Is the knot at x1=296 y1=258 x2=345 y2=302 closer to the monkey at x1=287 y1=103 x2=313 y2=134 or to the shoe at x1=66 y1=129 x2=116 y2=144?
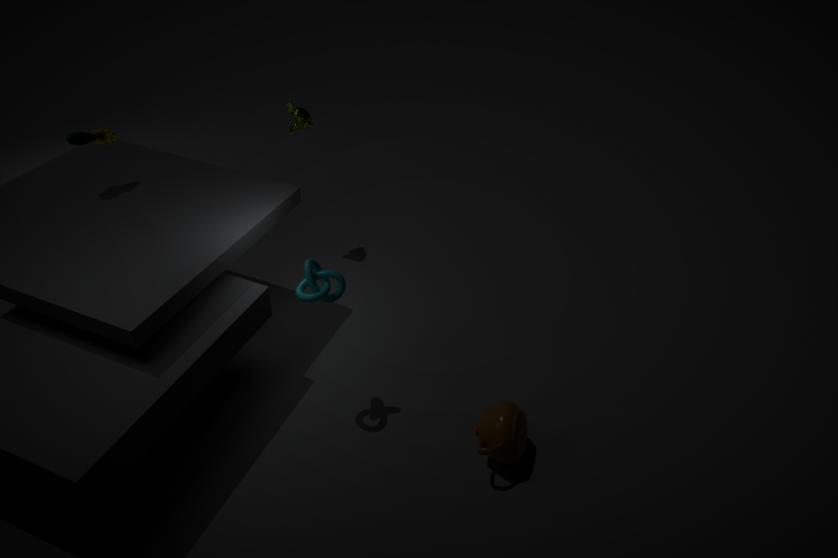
the monkey at x1=287 y1=103 x2=313 y2=134
